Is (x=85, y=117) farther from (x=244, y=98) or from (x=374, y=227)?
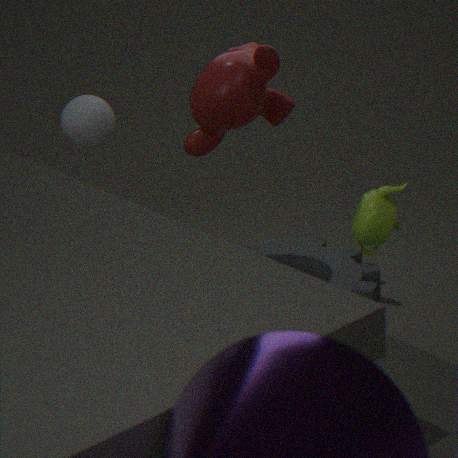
(x=374, y=227)
